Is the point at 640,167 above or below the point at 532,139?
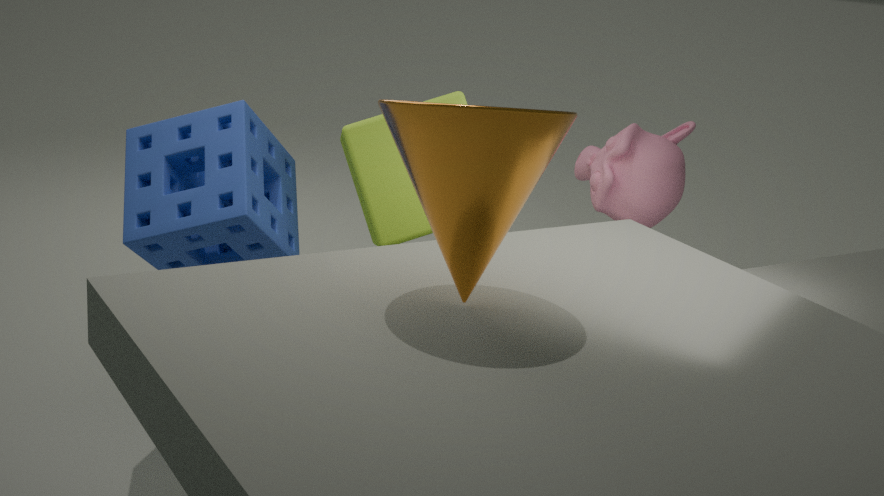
below
